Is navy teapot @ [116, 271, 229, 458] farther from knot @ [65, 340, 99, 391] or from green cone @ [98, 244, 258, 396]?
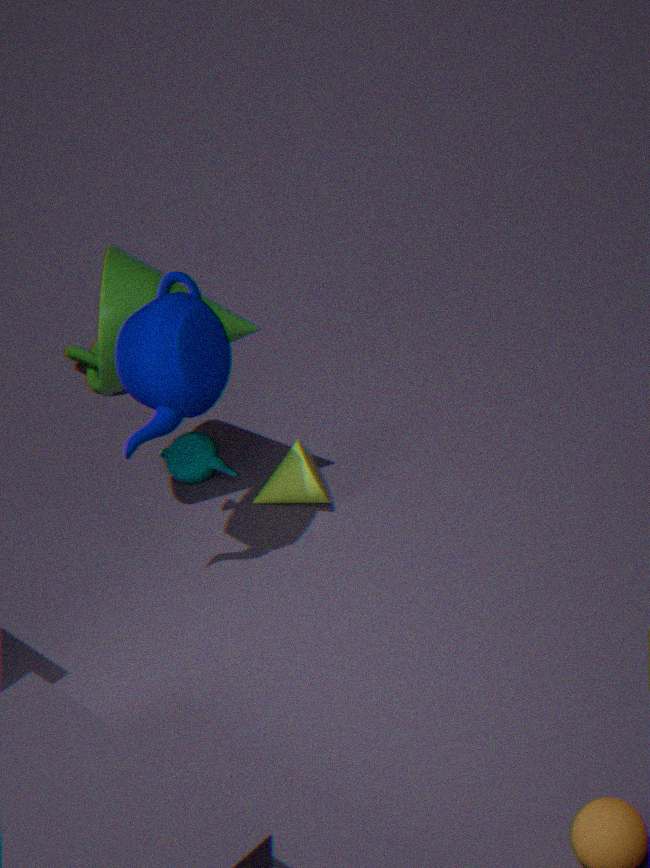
knot @ [65, 340, 99, 391]
